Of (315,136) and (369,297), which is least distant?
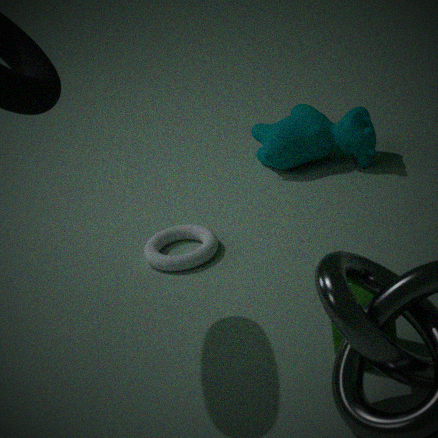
(369,297)
